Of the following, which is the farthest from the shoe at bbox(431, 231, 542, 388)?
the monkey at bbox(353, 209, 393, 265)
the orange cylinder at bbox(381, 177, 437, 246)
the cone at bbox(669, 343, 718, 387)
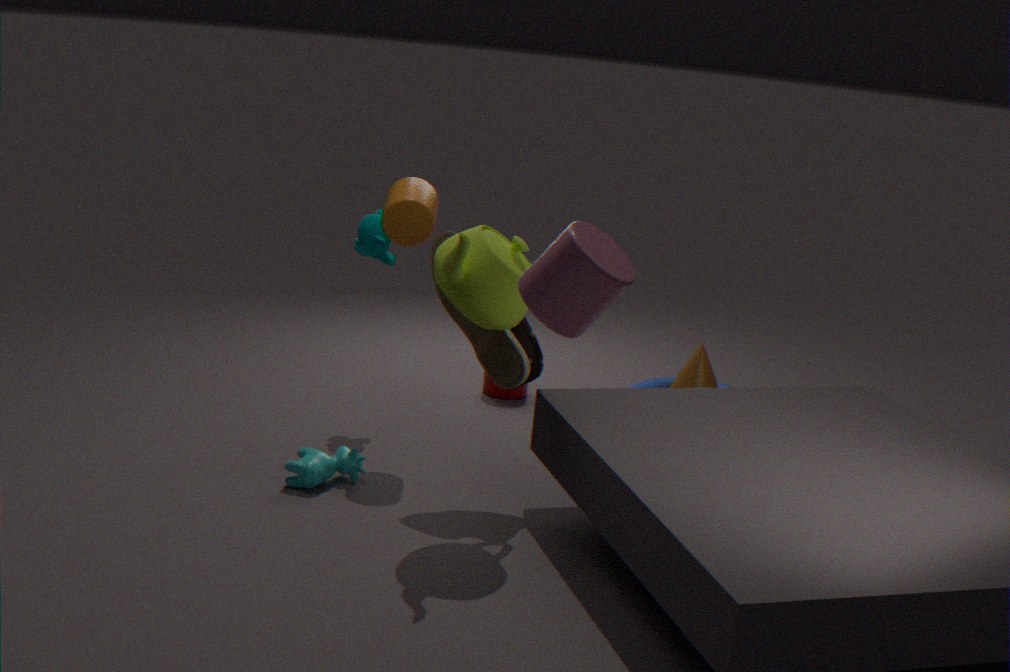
the cone at bbox(669, 343, 718, 387)
